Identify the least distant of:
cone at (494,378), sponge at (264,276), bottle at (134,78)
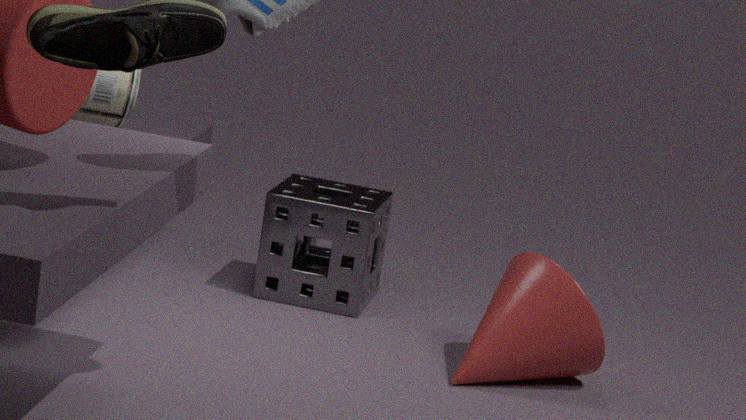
cone at (494,378)
